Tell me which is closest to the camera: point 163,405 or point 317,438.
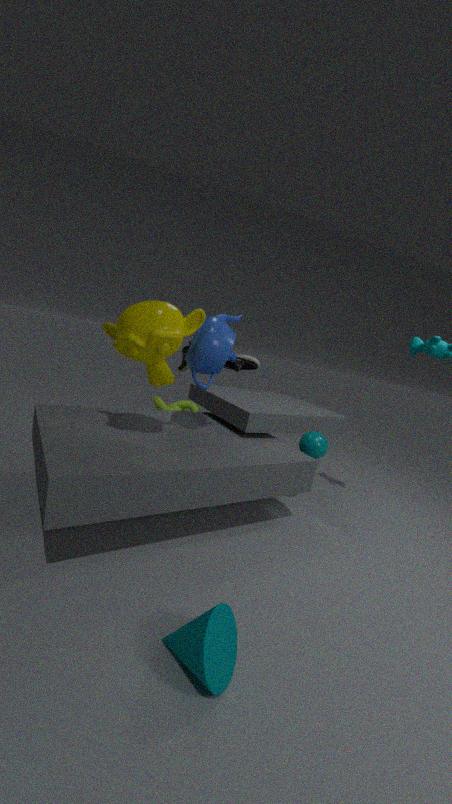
point 317,438
